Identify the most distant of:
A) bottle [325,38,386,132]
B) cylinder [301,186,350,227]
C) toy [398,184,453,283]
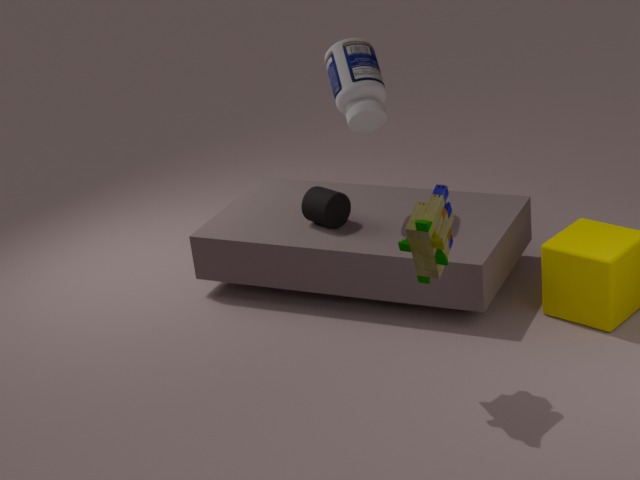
cylinder [301,186,350,227]
